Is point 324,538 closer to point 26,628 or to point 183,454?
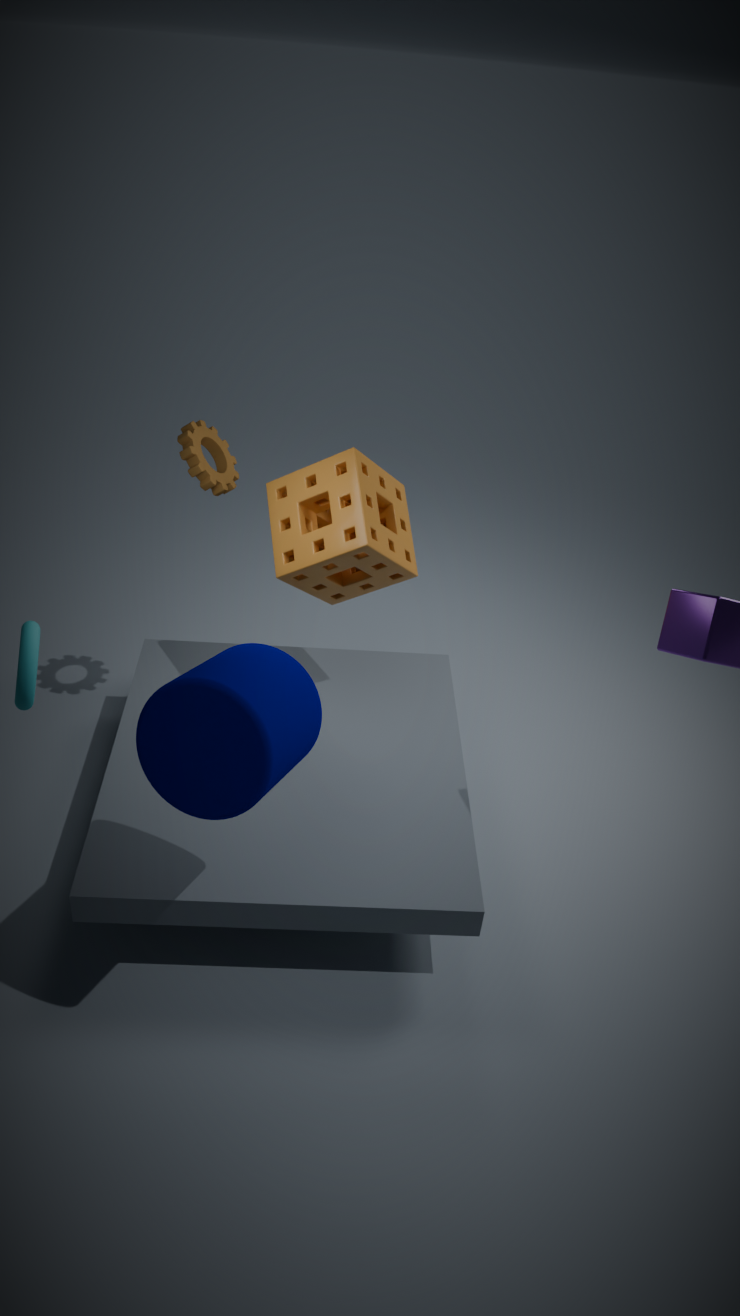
point 183,454
